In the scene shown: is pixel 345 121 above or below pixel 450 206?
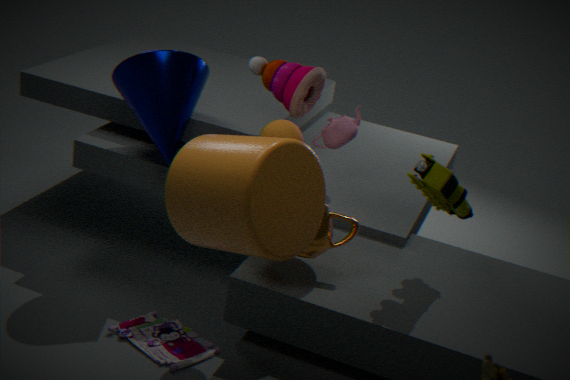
below
